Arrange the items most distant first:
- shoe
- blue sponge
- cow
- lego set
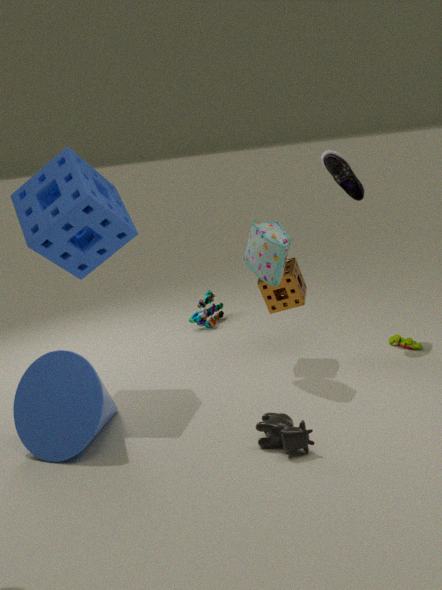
lego set → shoe → blue sponge → cow
